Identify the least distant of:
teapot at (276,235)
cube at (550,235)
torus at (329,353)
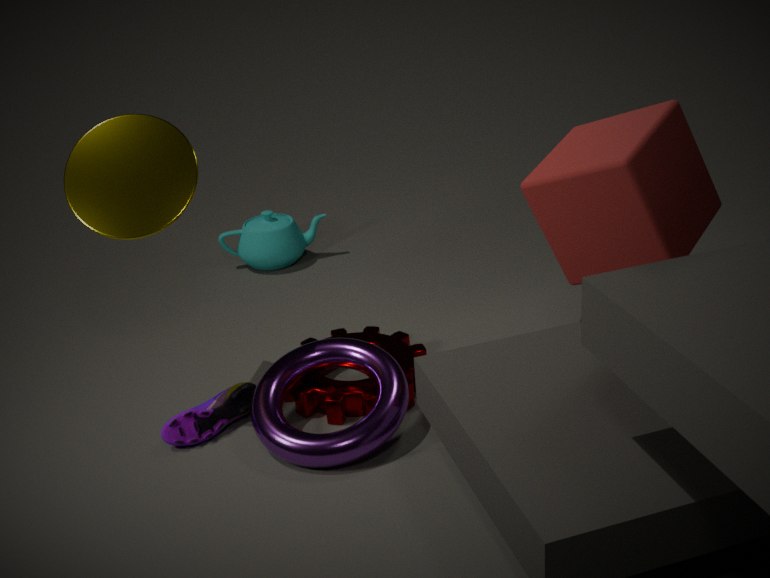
cube at (550,235)
